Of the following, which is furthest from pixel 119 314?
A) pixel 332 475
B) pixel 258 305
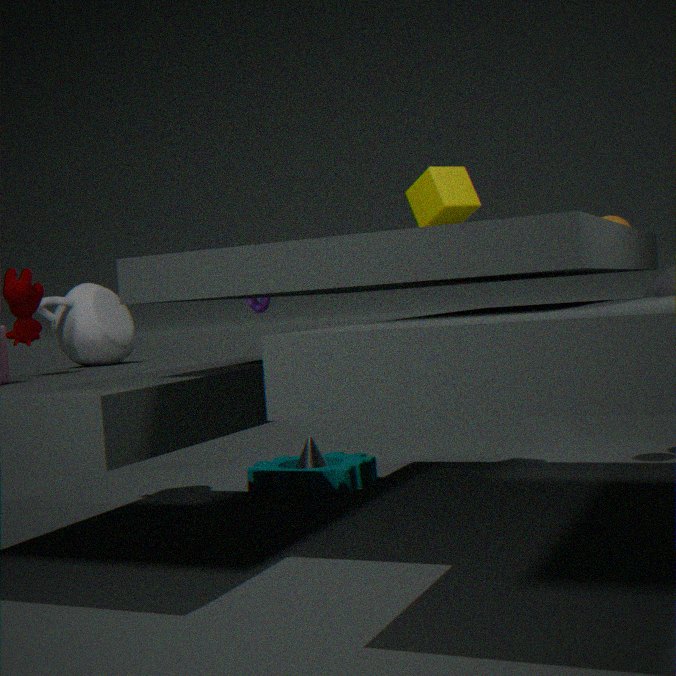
pixel 332 475
